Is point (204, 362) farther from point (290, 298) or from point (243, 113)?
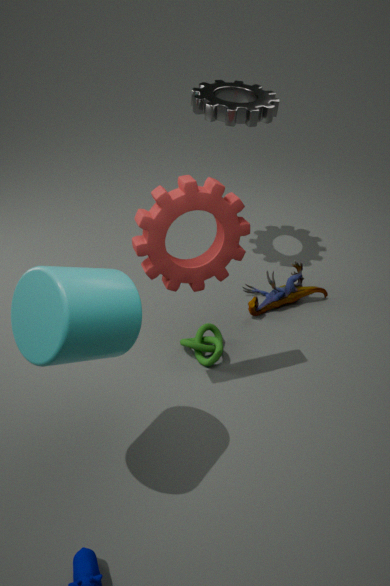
point (243, 113)
